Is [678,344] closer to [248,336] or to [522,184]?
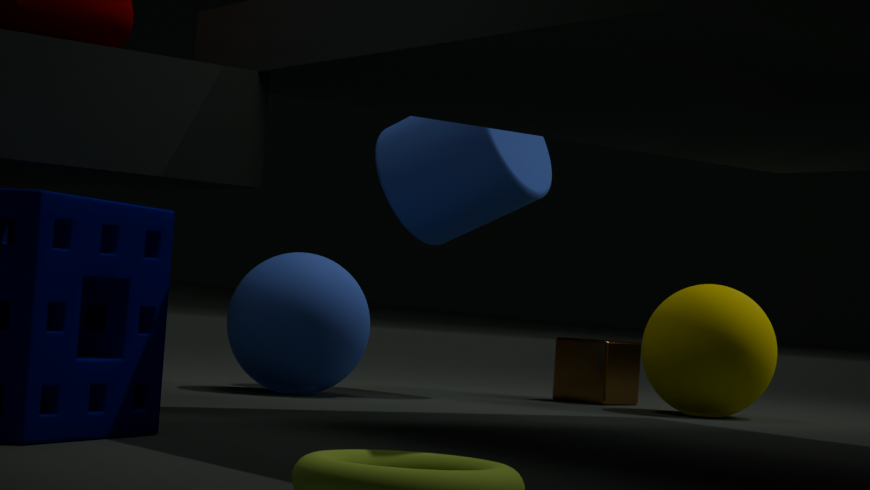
[522,184]
